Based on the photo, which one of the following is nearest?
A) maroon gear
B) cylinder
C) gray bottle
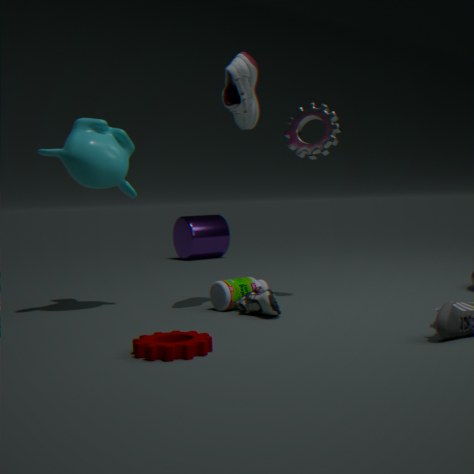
maroon gear
